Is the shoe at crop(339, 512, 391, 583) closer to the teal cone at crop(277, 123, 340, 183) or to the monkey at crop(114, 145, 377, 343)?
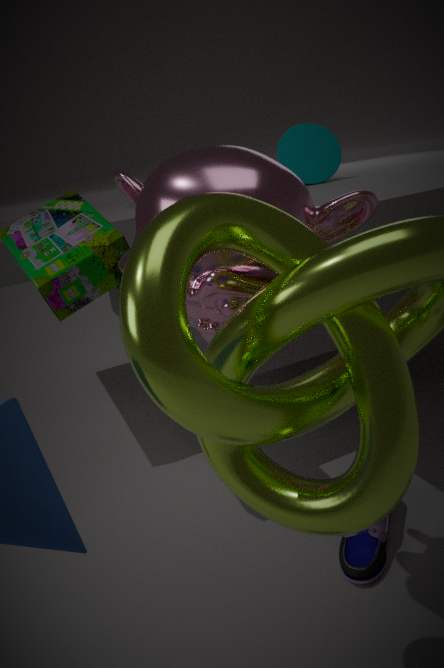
the monkey at crop(114, 145, 377, 343)
